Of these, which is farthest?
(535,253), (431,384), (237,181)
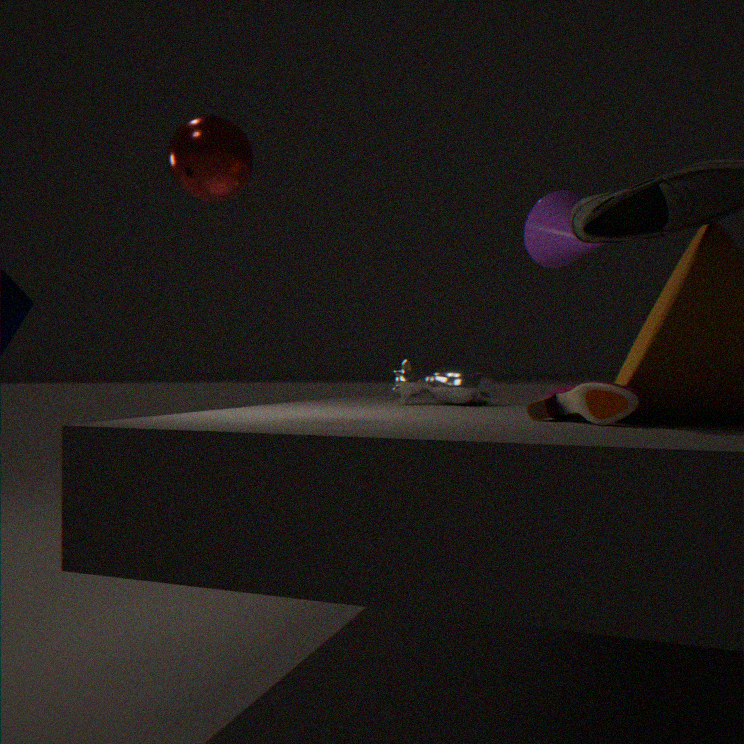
(535,253)
